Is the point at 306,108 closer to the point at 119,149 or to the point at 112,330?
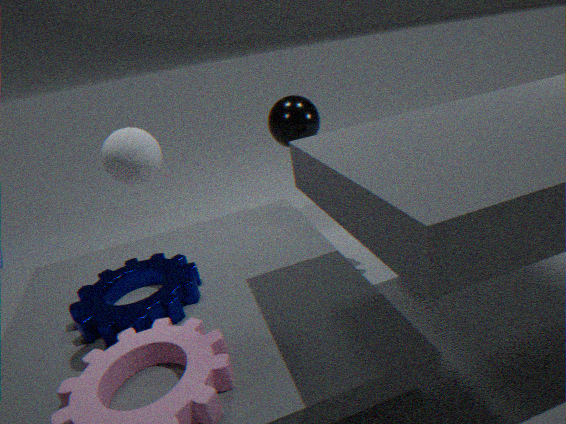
the point at 112,330
